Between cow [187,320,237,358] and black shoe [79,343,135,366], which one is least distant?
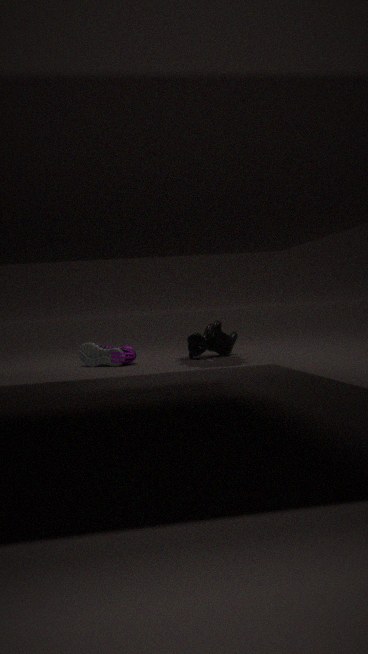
Answer: black shoe [79,343,135,366]
